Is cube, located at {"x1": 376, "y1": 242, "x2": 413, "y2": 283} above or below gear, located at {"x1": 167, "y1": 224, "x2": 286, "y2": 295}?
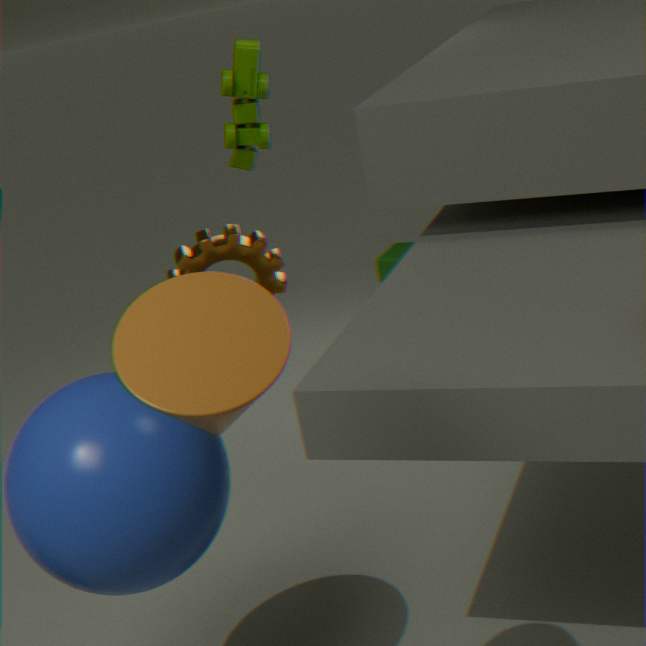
below
